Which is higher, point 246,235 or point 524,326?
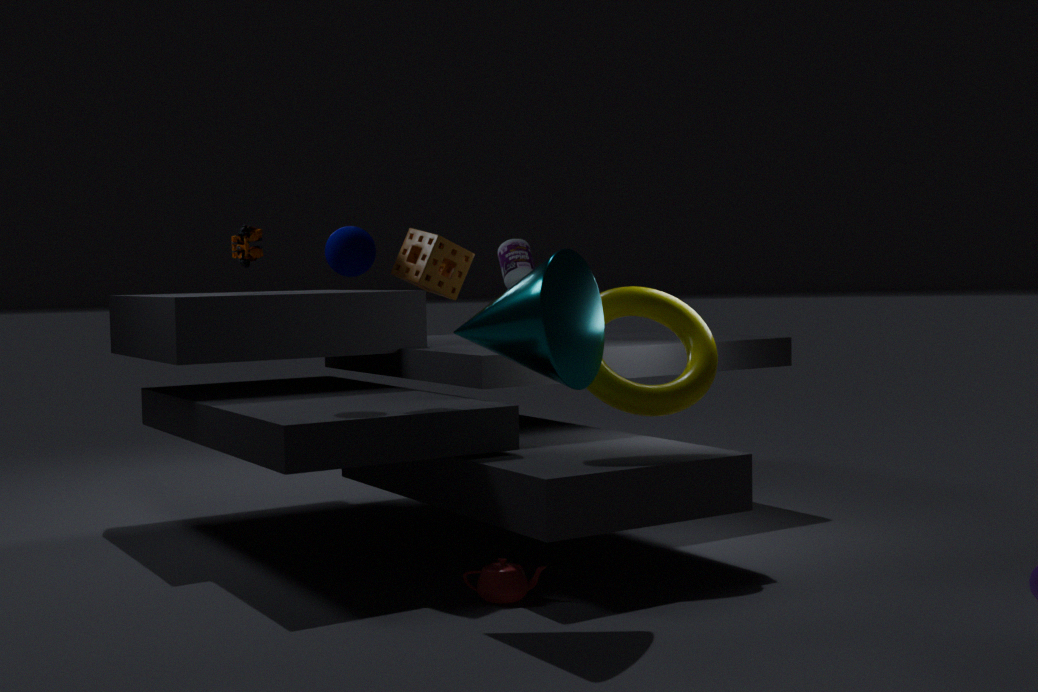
point 246,235
